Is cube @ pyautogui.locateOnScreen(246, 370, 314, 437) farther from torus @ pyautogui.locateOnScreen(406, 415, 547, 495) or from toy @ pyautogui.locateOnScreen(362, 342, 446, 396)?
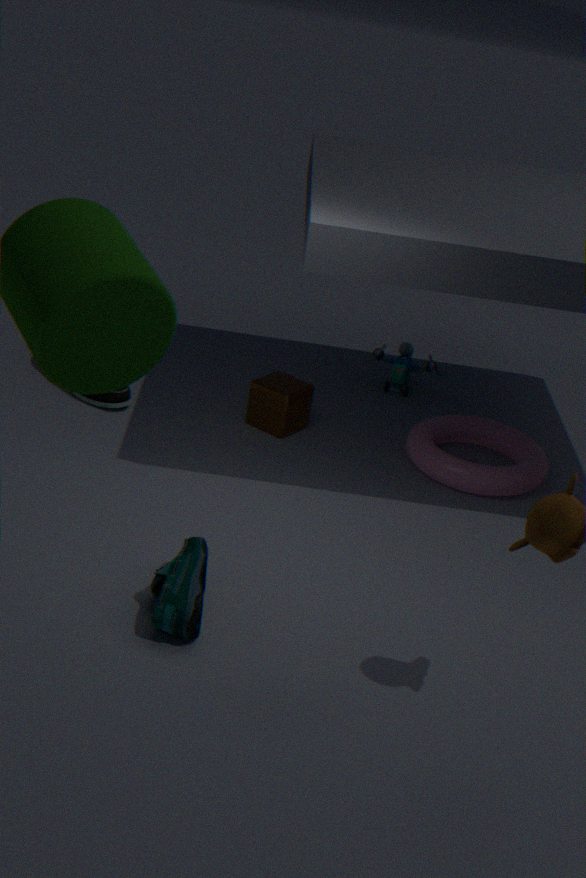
toy @ pyautogui.locateOnScreen(362, 342, 446, 396)
